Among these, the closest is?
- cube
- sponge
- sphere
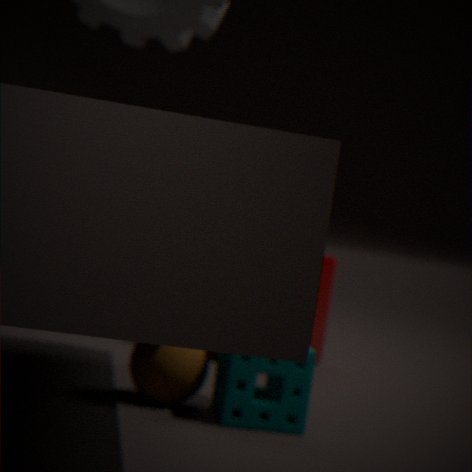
sponge
